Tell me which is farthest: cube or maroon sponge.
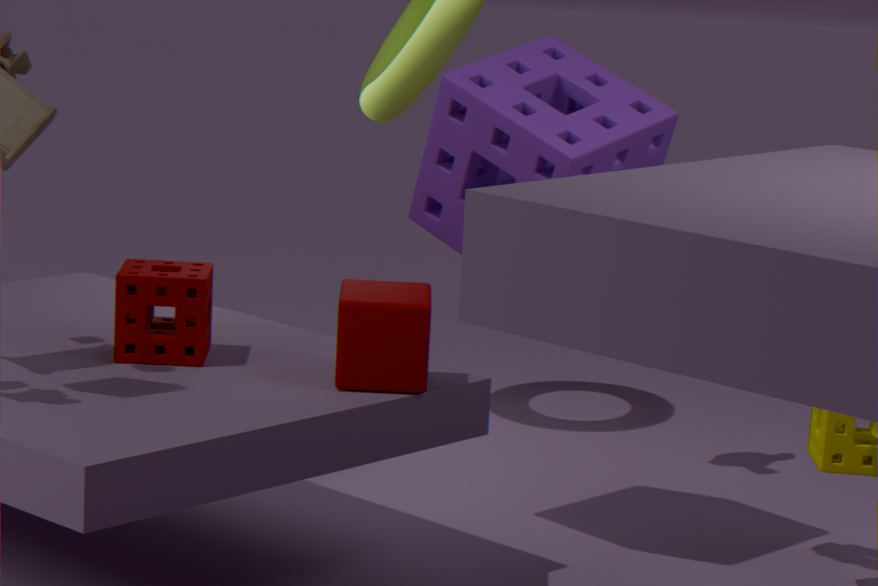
maroon sponge
